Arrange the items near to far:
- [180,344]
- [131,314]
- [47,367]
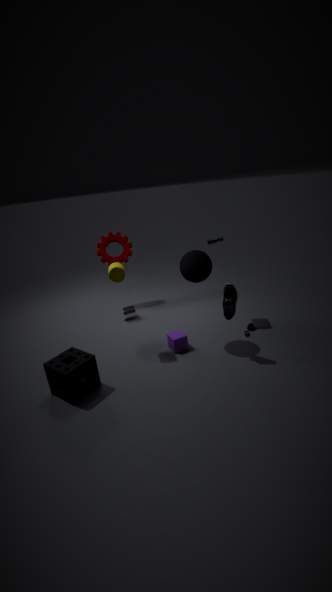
[47,367], [180,344], [131,314]
